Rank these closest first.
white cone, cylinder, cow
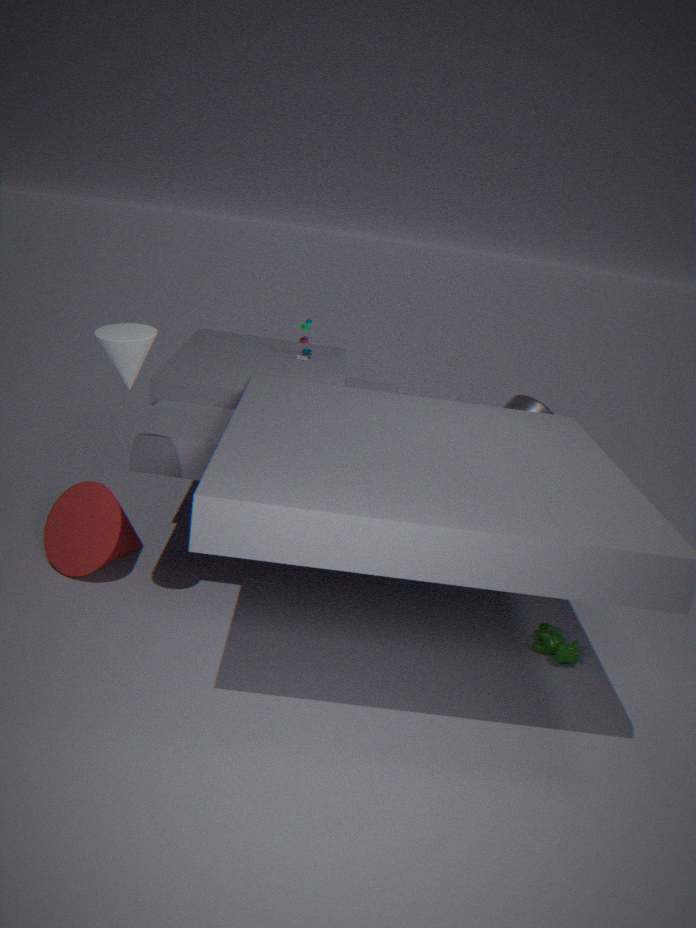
white cone, cow, cylinder
